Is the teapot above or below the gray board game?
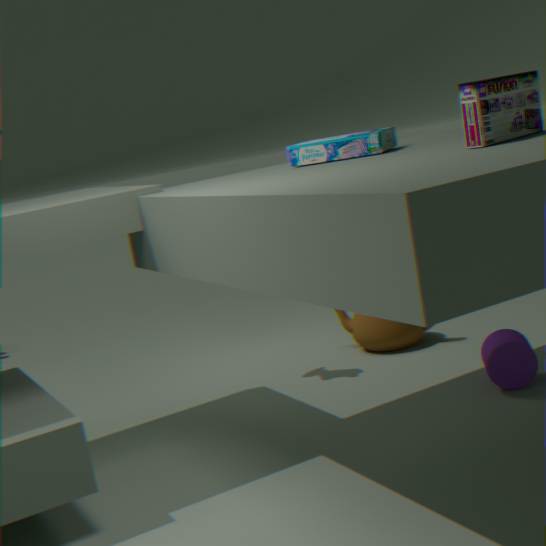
below
